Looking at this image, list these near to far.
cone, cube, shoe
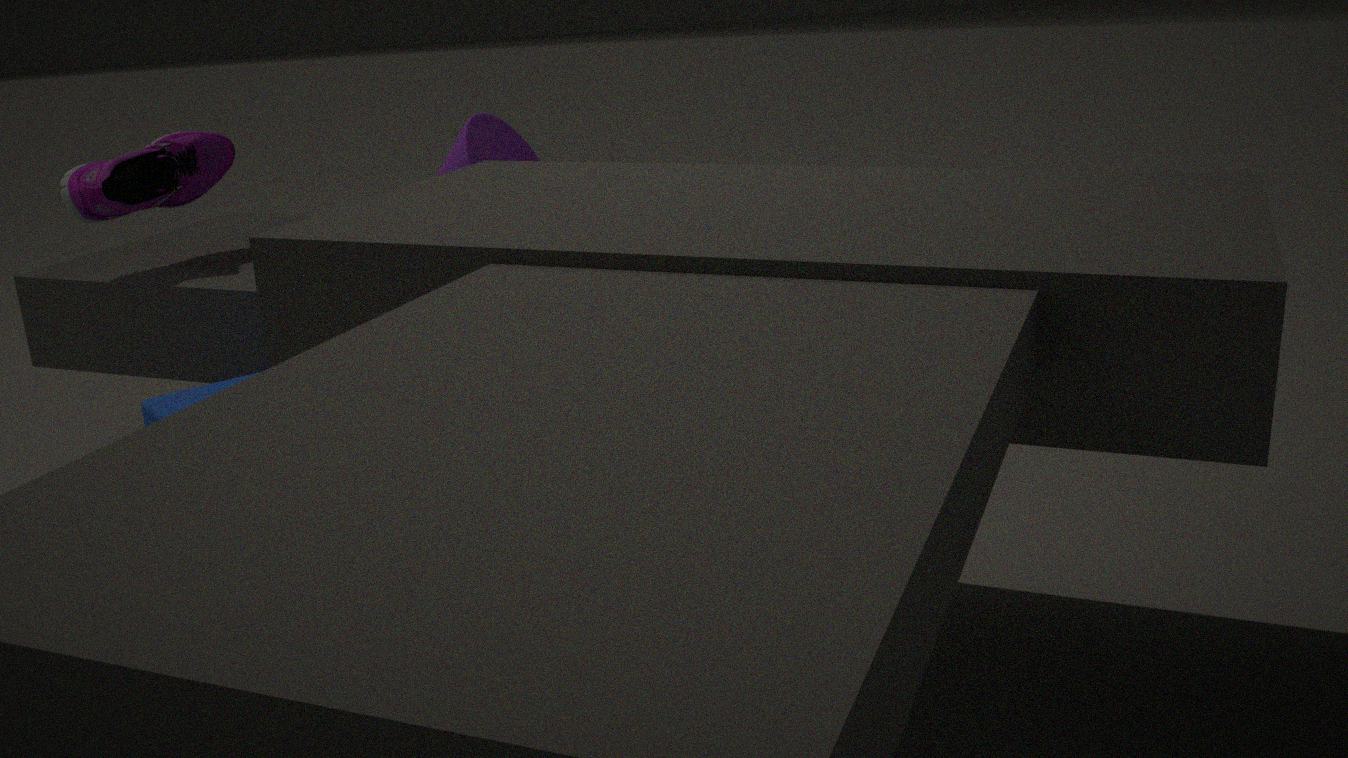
1. cube
2. cone
3. shoe
